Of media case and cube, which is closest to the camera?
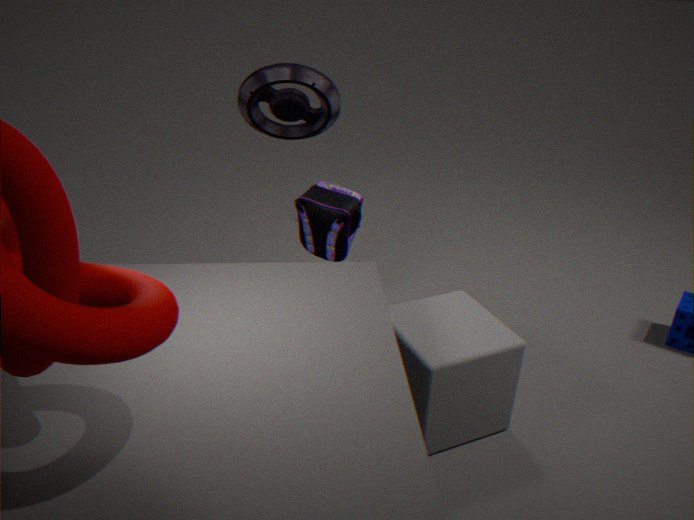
cube
